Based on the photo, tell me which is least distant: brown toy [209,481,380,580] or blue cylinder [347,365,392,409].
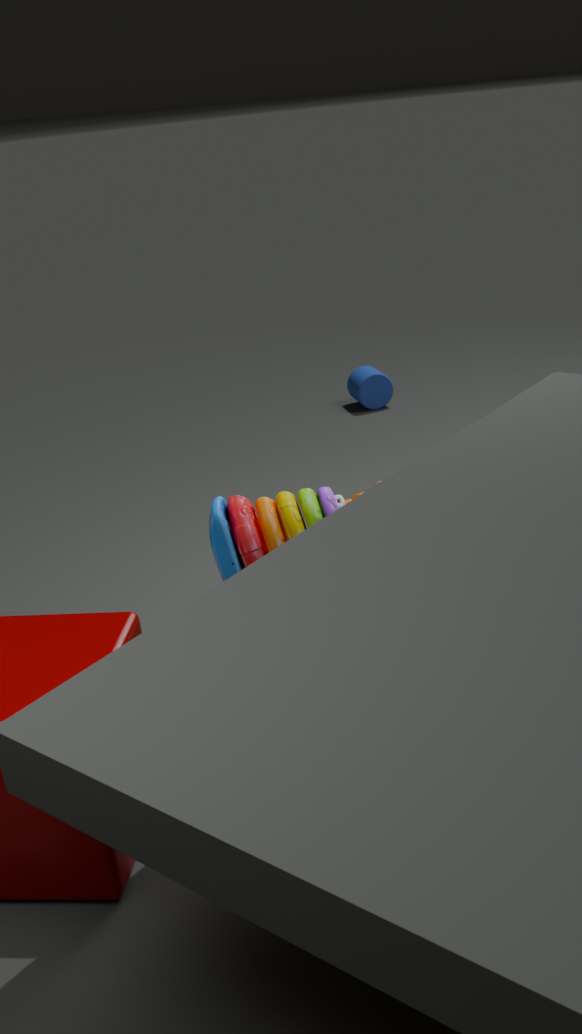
brown toy [209,481,380,580]
